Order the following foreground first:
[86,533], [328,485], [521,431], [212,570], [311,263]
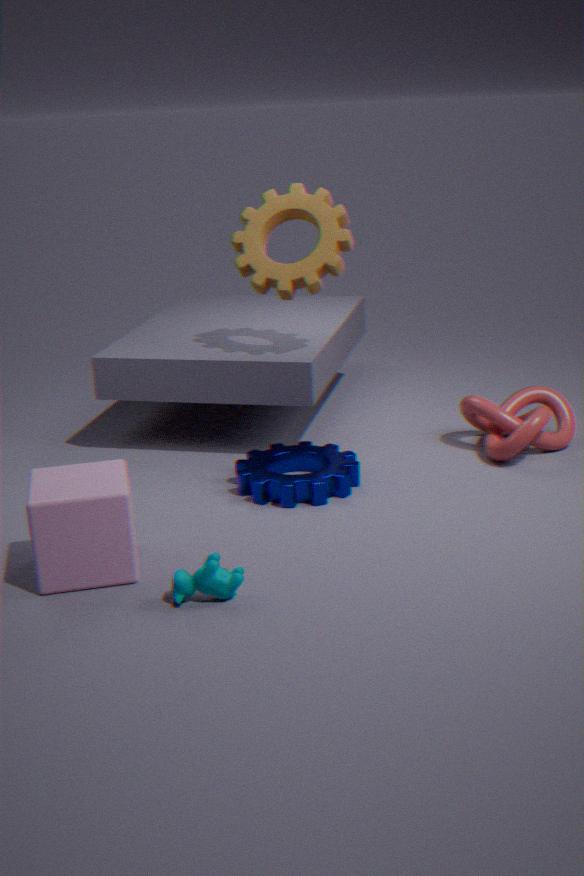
1. [212,570]
2. [86,533]
3. [328,485]
4. [521,431]
5. [311,263]
